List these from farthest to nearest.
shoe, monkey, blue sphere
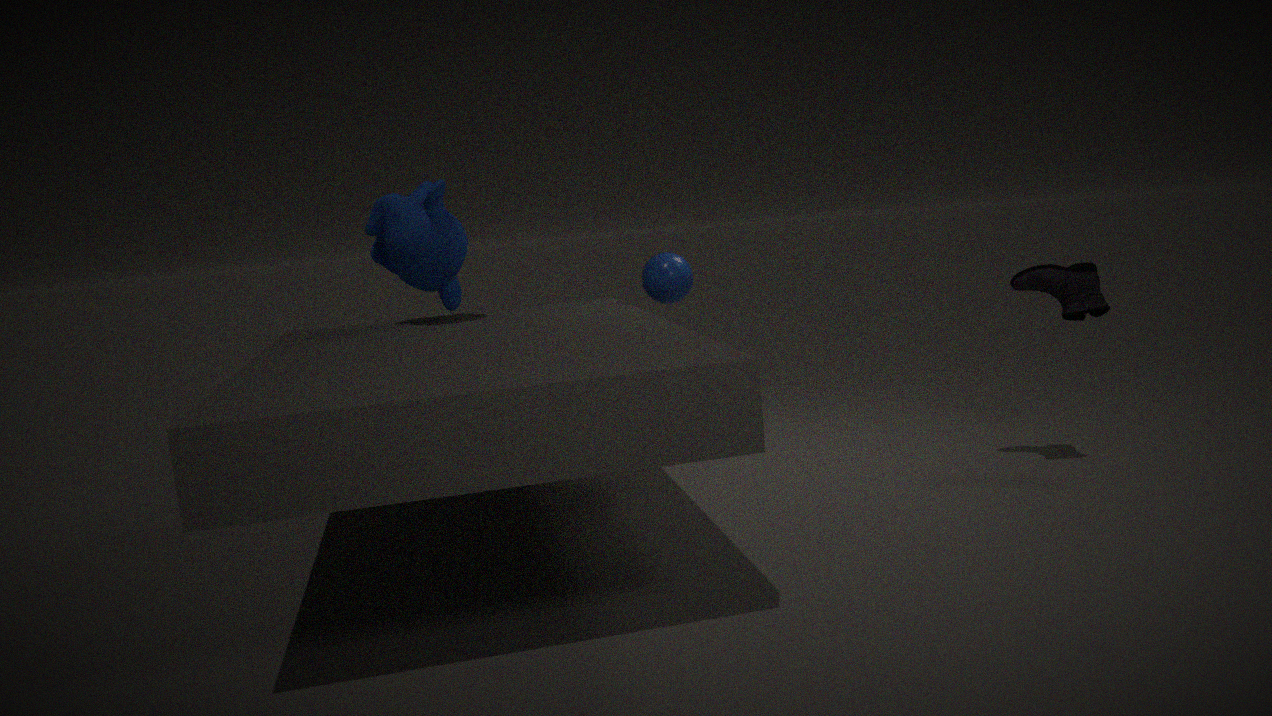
blue sphere, monkey, shoe
